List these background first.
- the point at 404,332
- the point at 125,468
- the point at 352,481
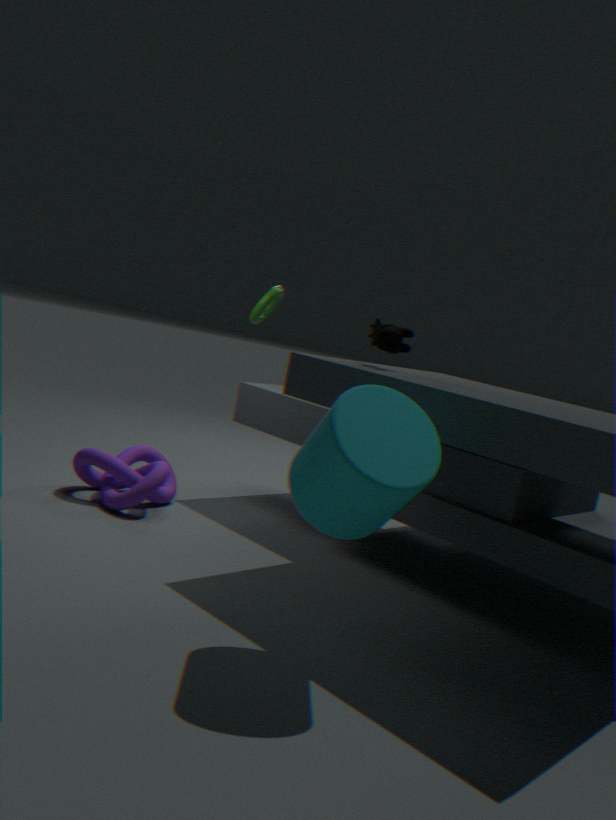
the point at 125,468 → the point at 404,332 → the point at 352,481
